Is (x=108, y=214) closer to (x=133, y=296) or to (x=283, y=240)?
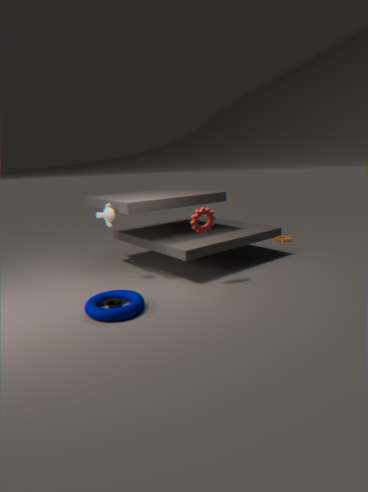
(x=133, y=296)
